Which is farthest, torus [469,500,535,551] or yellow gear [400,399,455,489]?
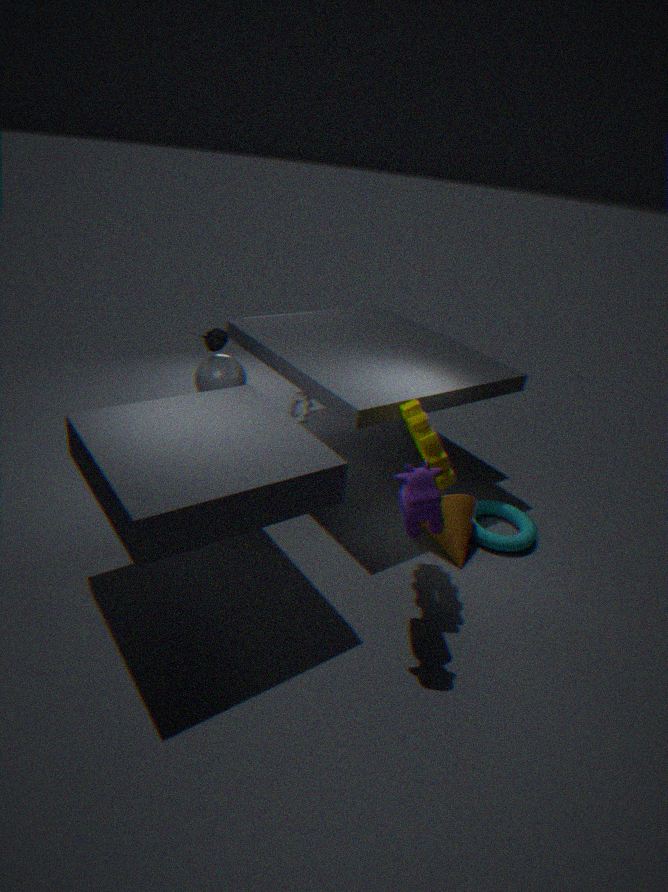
torus [469,500,535,551]
